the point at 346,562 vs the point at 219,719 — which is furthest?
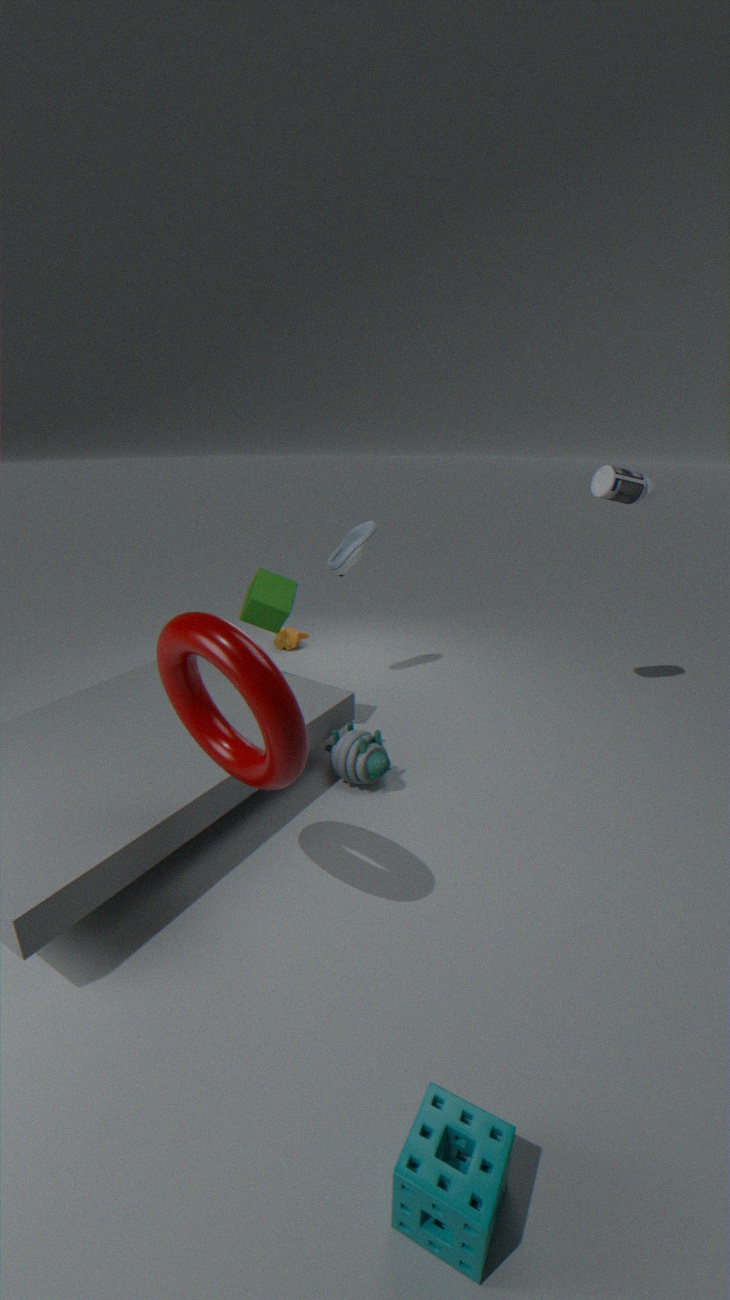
the point at 346,562
